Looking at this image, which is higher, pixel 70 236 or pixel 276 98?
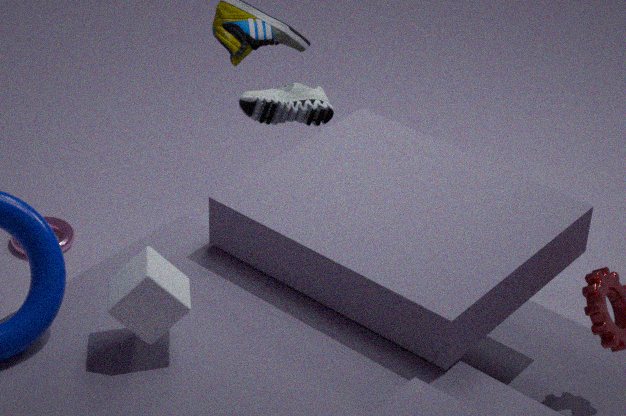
pixel 276 98
